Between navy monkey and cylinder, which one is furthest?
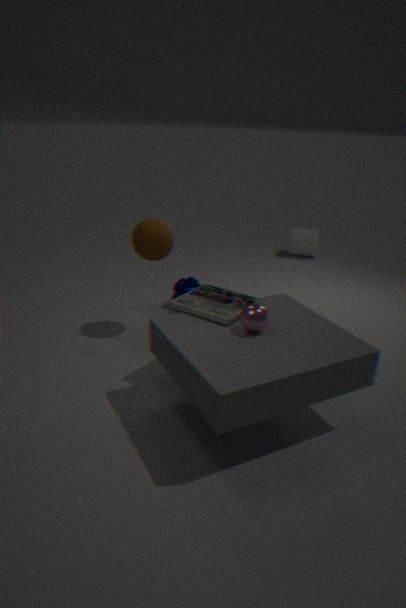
cylinder
